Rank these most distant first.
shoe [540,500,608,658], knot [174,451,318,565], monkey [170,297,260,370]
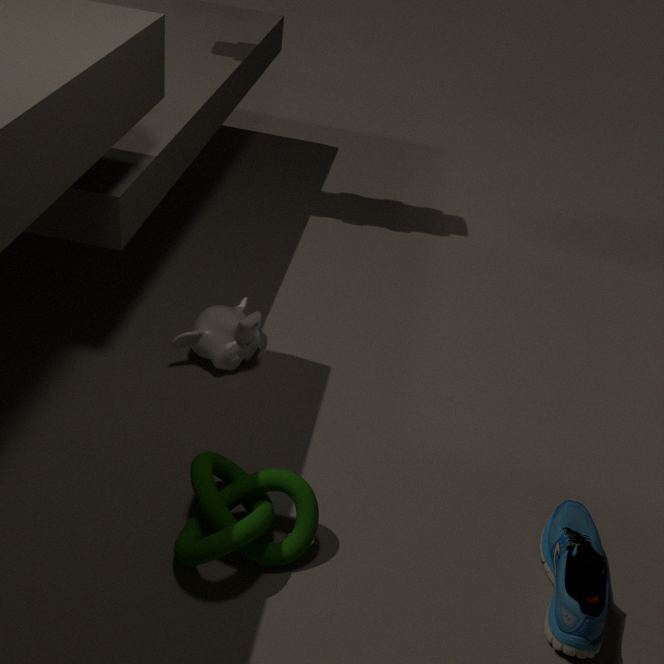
monkey [170,297,260,370], knot [174,451,318,565], shoe [540,500,608,658]
